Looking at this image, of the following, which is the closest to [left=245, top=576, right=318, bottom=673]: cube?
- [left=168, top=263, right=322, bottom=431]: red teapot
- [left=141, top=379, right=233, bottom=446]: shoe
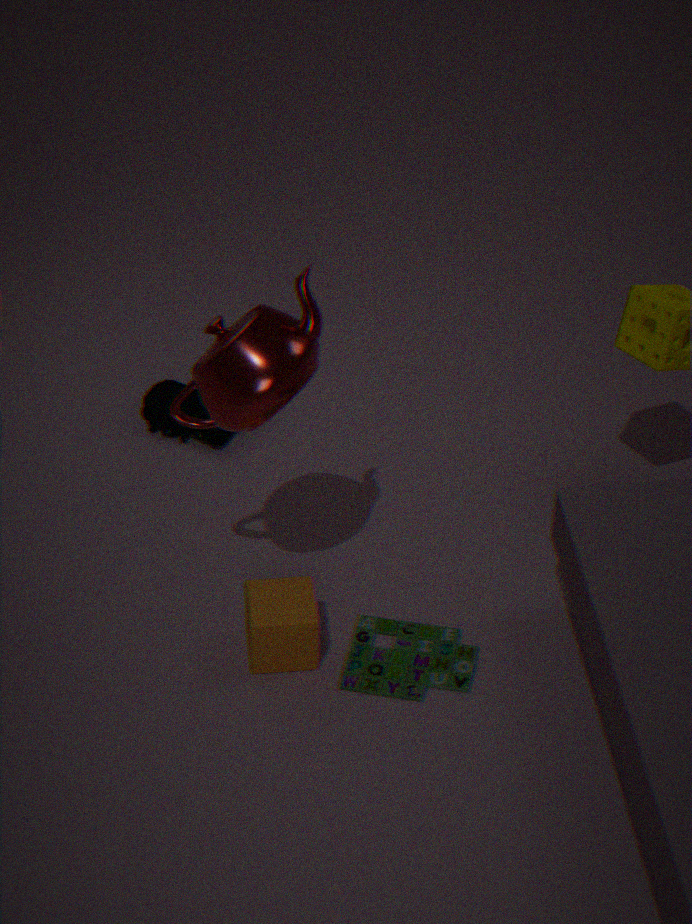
[left=168, top=263, right=322, bottom=431]: red teapot
